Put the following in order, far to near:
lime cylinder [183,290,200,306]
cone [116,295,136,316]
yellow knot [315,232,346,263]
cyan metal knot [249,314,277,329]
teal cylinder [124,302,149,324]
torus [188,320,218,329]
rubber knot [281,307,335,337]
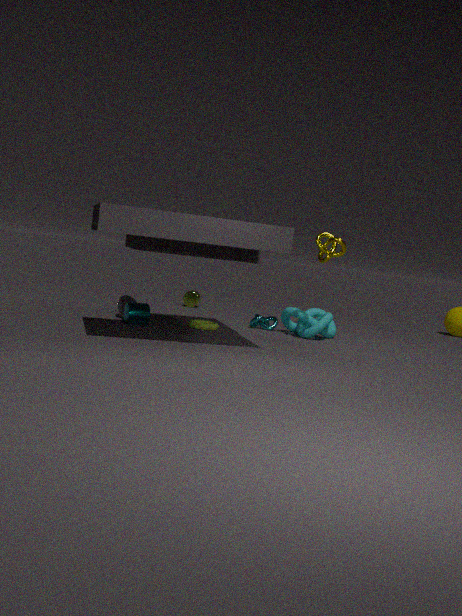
lime cylinder [183,290,200,306]
cyan metal knot [249,314,277,329]
rubber knot [281,307,335,337]
cone [116,295,136,316]
torus [188,320,218,329]
yellow knot [315,232,346,263]
teal cylinder [124,302,149,324]
